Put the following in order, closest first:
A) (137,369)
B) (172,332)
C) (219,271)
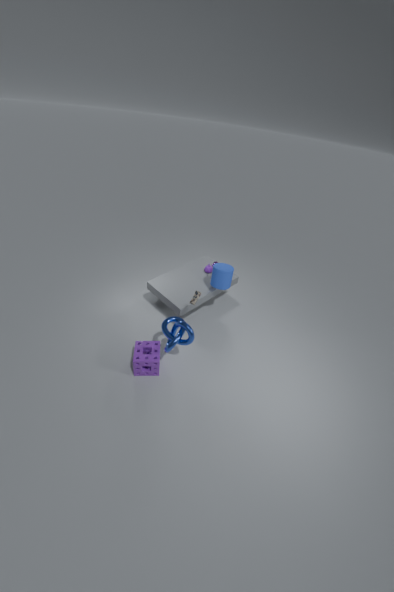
(137,369) < (172,332) < (219,271)
